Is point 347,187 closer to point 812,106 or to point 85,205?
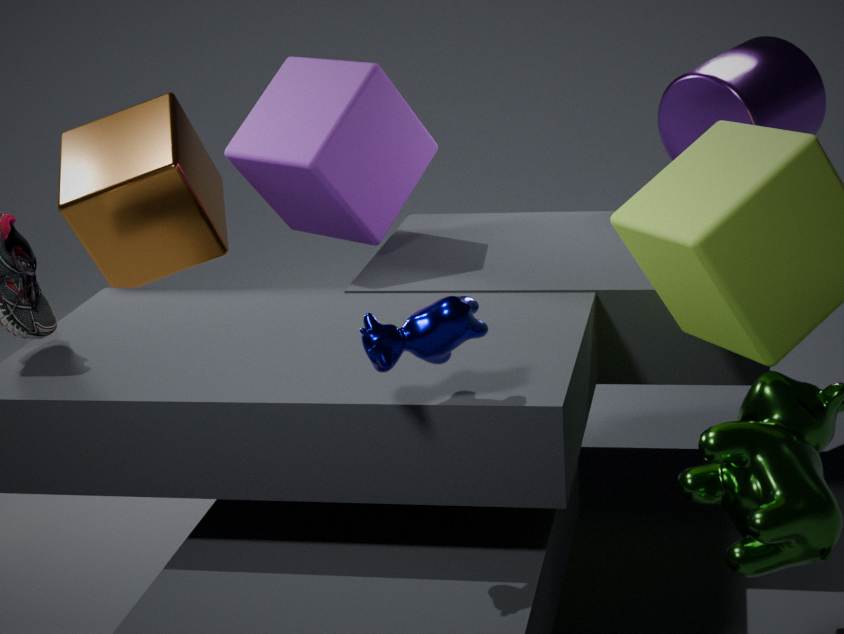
point 85,205
